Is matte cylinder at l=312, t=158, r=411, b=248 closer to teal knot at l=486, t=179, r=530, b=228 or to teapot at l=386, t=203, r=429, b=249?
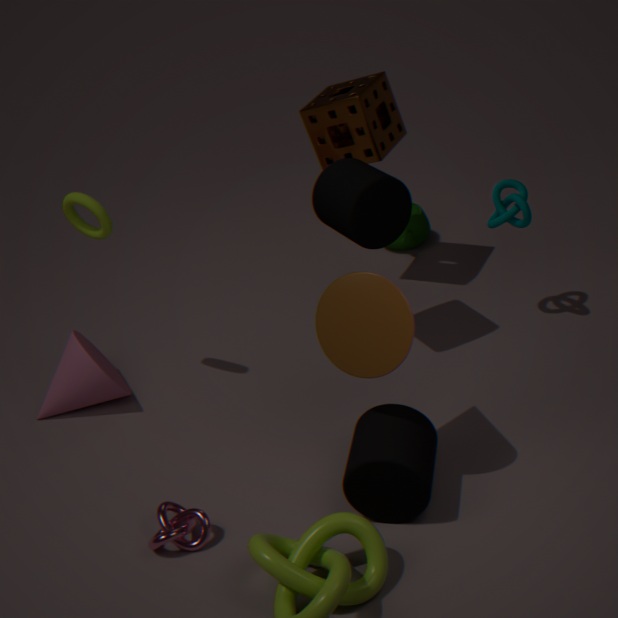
teal knot at l=486, t=179, r=530, b=228
